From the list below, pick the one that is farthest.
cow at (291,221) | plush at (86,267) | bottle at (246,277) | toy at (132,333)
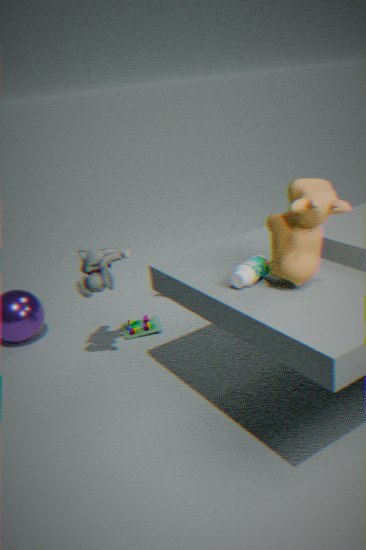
toy at (132,333)
